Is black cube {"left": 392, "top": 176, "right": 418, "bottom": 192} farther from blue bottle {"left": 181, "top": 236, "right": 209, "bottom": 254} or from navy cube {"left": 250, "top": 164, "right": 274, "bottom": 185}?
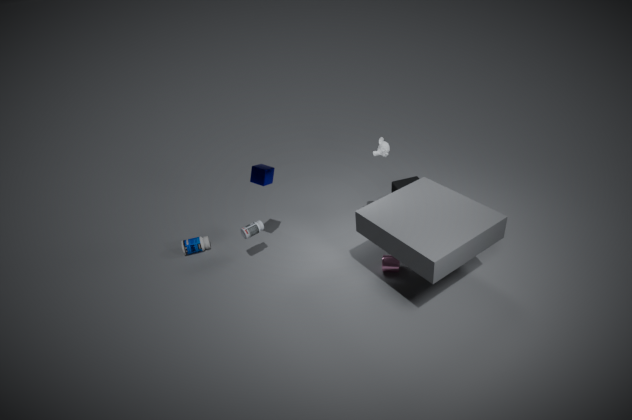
blue bottle {"left": 181, "top": 236, "right": 209, "bottom": 254}
